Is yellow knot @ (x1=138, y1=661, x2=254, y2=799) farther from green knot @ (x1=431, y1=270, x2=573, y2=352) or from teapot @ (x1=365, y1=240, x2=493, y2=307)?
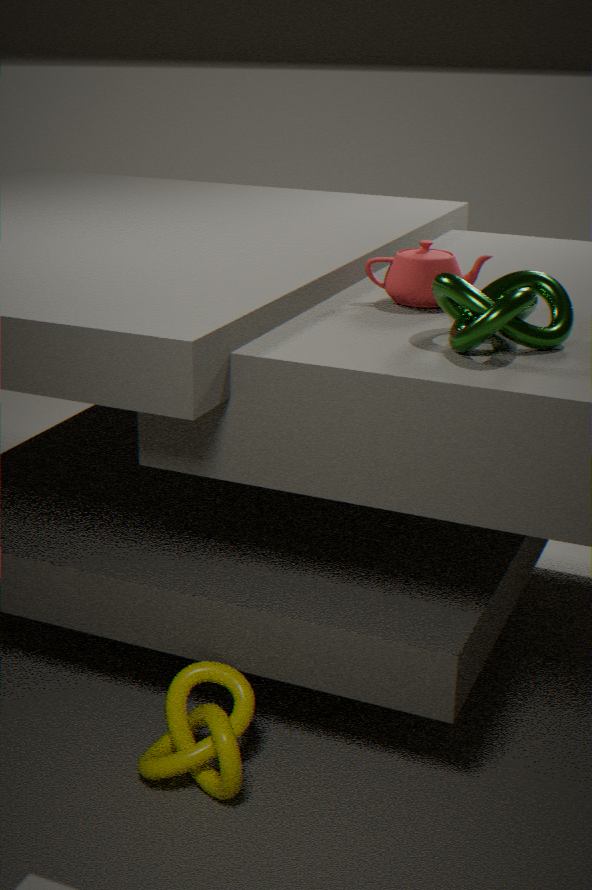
teapot @ (x1=365, y1=240, x2=493, y2=307)
